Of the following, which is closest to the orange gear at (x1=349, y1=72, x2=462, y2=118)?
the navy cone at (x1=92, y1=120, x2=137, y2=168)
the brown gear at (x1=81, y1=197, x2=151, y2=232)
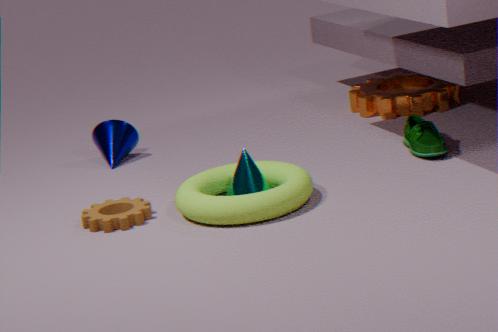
the navy cone at (x1=92, y1=120, x2=137, y2=168)
